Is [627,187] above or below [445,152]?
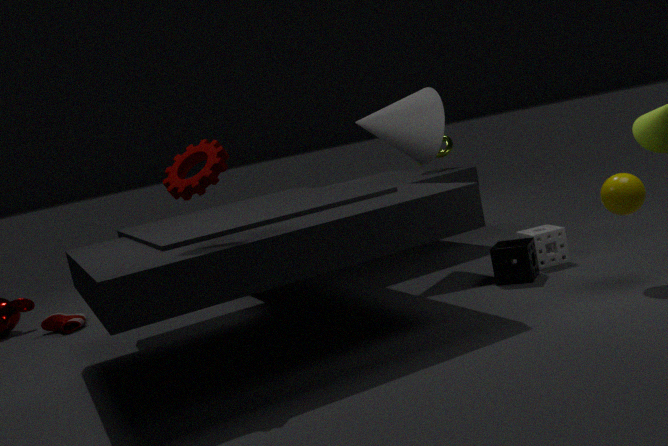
below
